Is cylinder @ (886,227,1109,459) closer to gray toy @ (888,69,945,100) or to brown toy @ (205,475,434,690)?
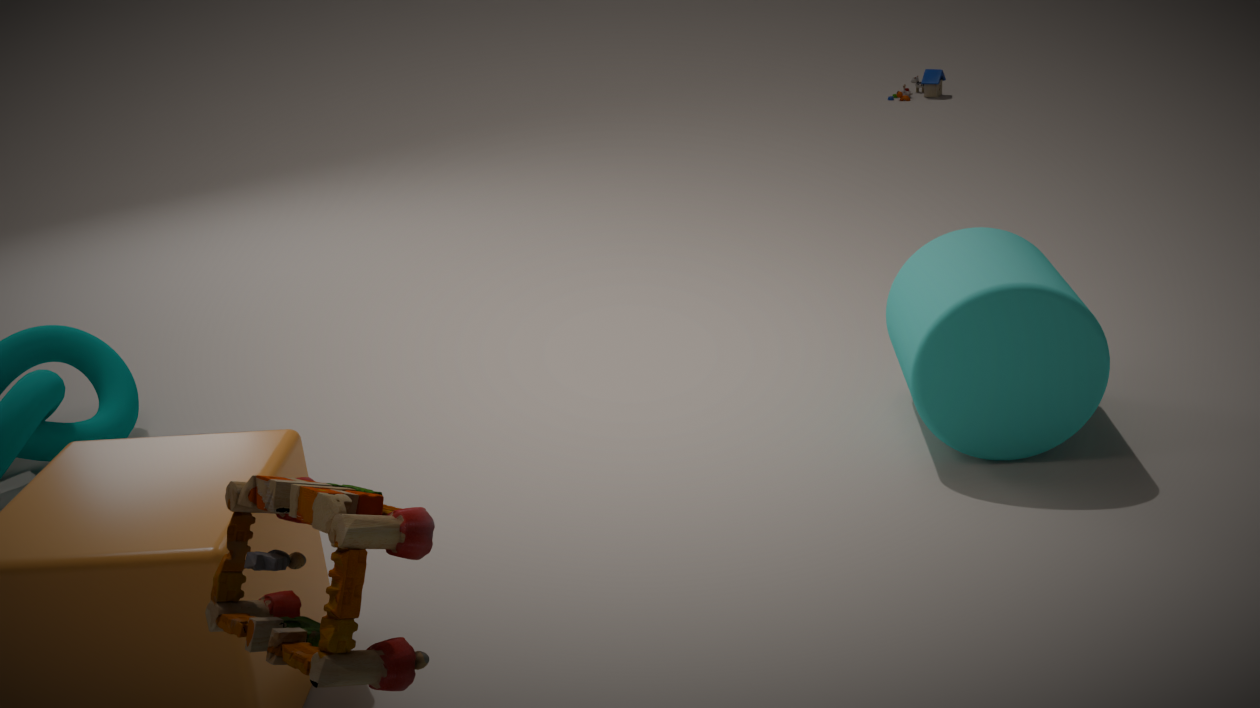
brown toy @ (205,475,434,690)
